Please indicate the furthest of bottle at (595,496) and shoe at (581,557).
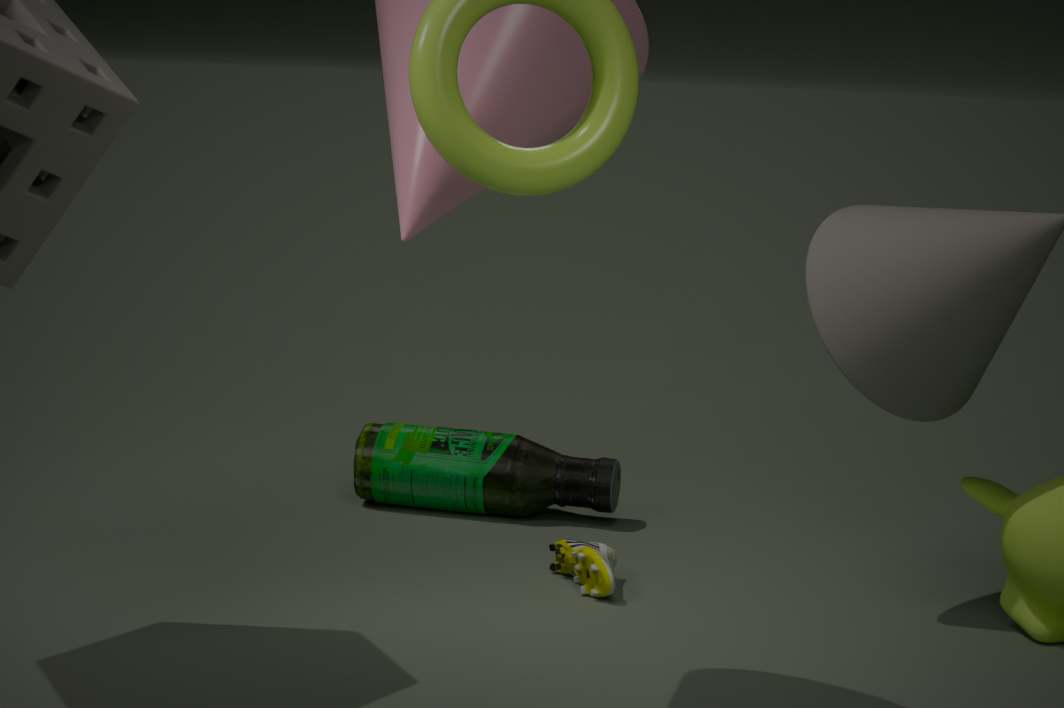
bottle at (595,496)
